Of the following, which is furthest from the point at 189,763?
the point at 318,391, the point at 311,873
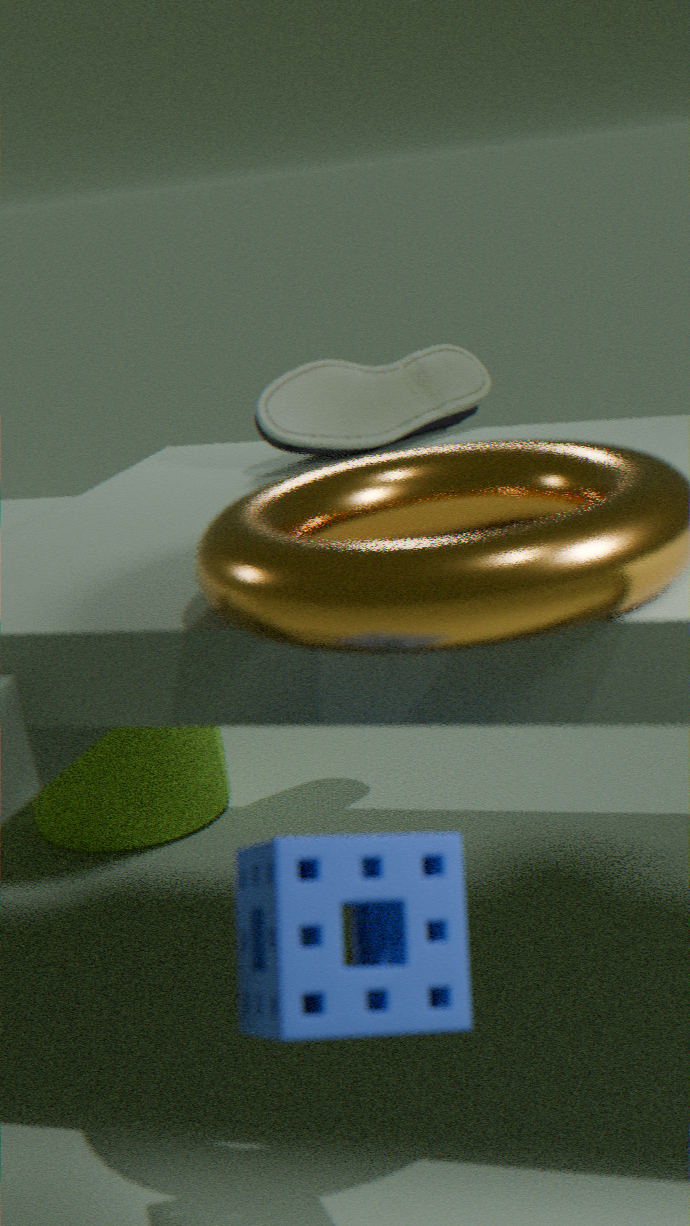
the point at 311,873
